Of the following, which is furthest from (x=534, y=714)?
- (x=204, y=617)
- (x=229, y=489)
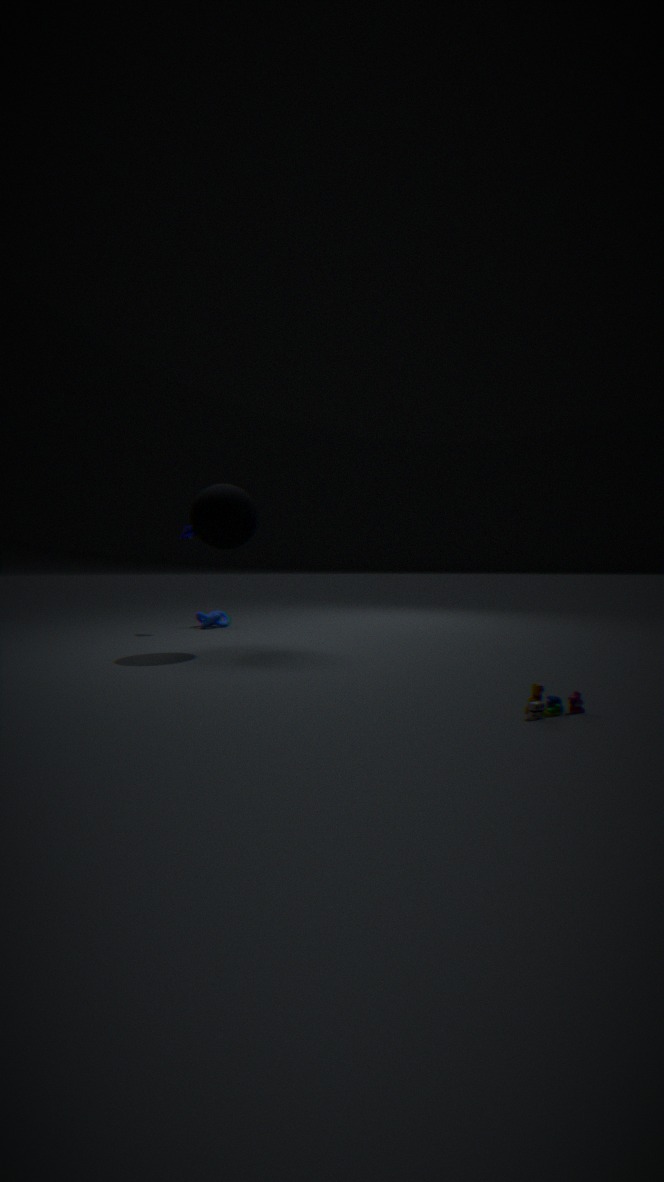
(x=204, y=617)
